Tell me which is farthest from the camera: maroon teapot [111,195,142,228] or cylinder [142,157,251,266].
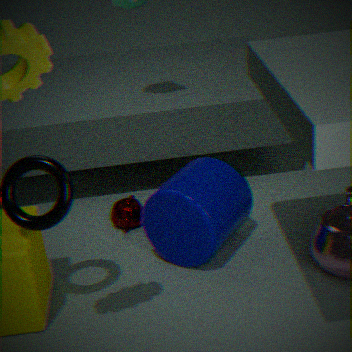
maroon teapot [111,195,142,228]
